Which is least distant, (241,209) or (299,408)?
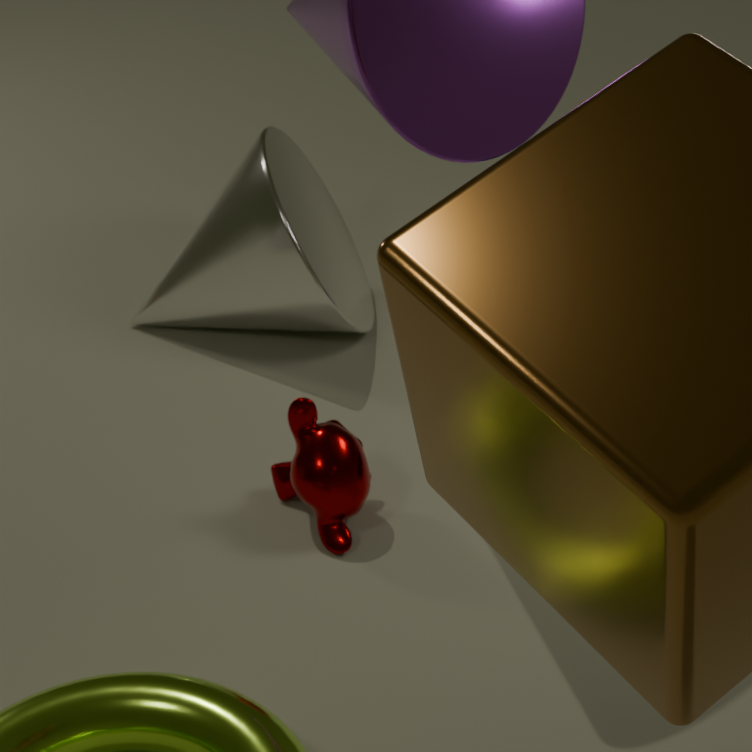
(299,408)
